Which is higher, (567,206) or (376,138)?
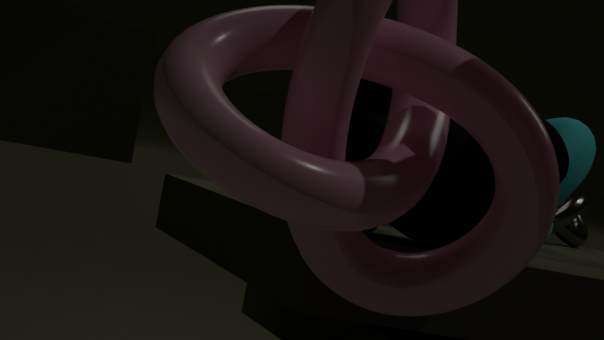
(376,138)
